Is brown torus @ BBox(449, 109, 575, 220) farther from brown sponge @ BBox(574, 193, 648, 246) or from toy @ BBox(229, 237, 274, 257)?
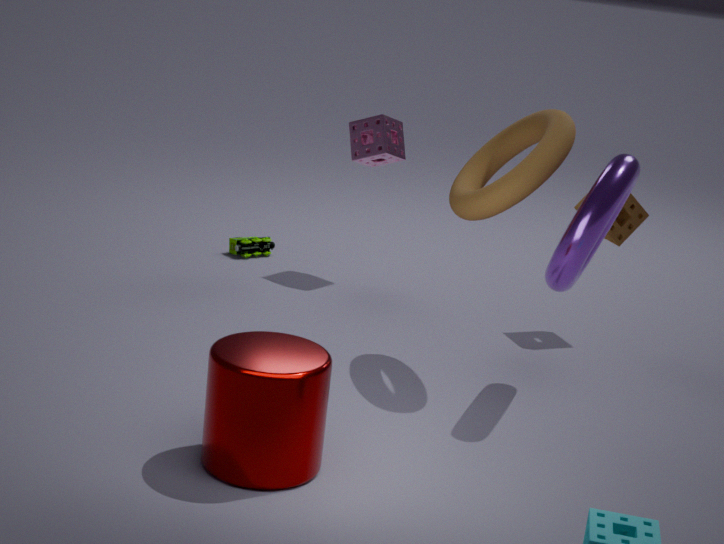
toy @ BBox(229, 237, 274, 257)
